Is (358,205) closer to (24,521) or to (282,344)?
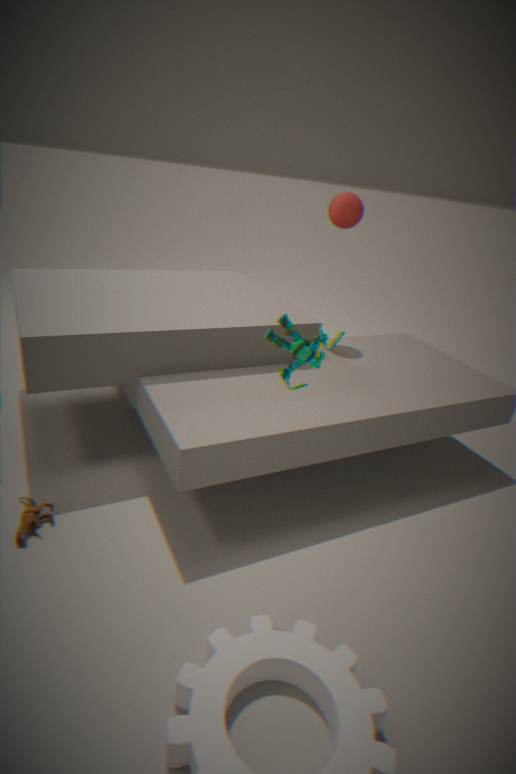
(282,344)
